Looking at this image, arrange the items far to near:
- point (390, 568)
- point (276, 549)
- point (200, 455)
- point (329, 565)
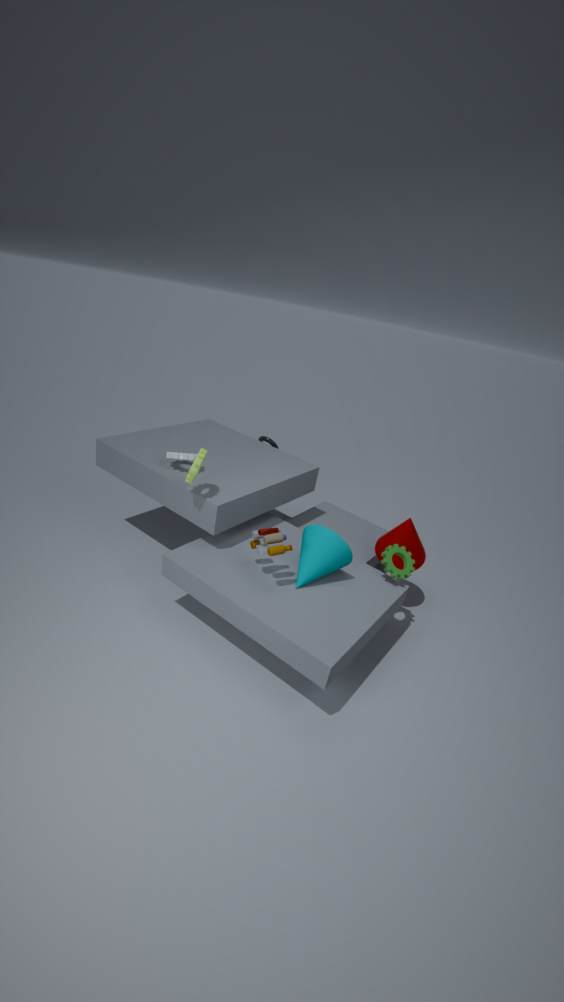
1. point (390, 568)
2. point (329, 565)
3. point (200, 455)
4. point (276, 549)
